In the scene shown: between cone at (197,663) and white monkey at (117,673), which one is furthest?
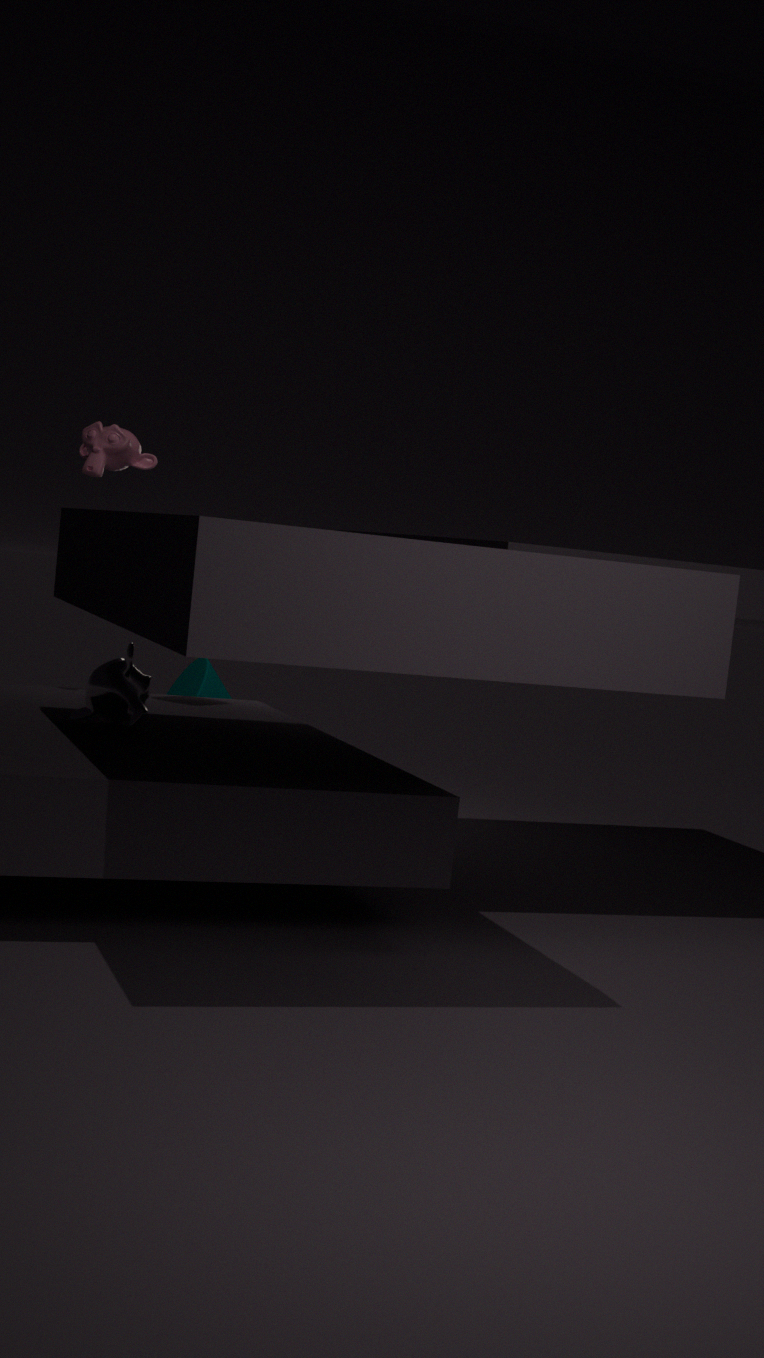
cone at (197,663)
